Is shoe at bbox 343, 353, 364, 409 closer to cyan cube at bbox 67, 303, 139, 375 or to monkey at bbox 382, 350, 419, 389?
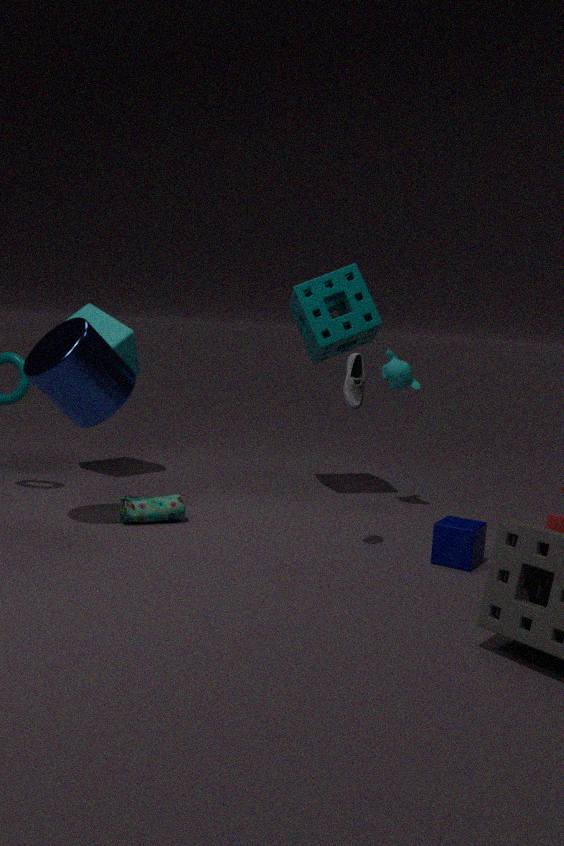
monkey at bbox 382, 350, 419, 389
